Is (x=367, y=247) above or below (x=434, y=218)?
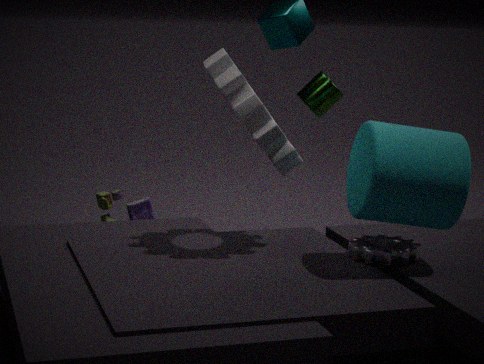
below
